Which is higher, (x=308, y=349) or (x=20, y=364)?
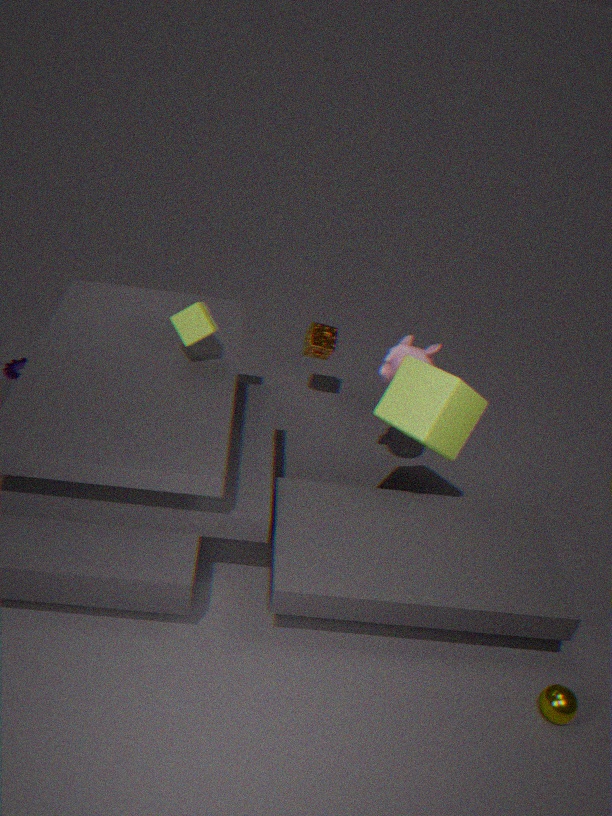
(x=308, y=349)
